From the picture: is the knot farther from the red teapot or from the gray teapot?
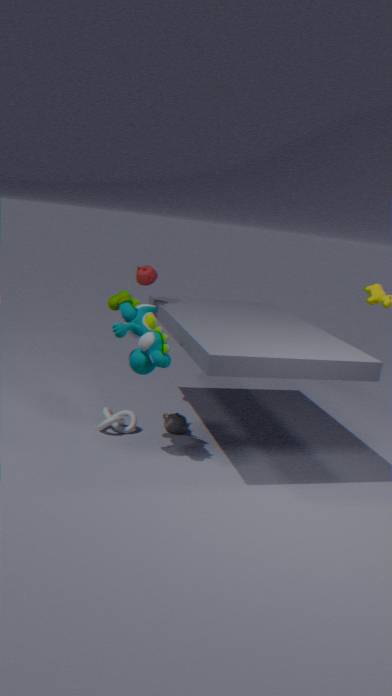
the red teapot
